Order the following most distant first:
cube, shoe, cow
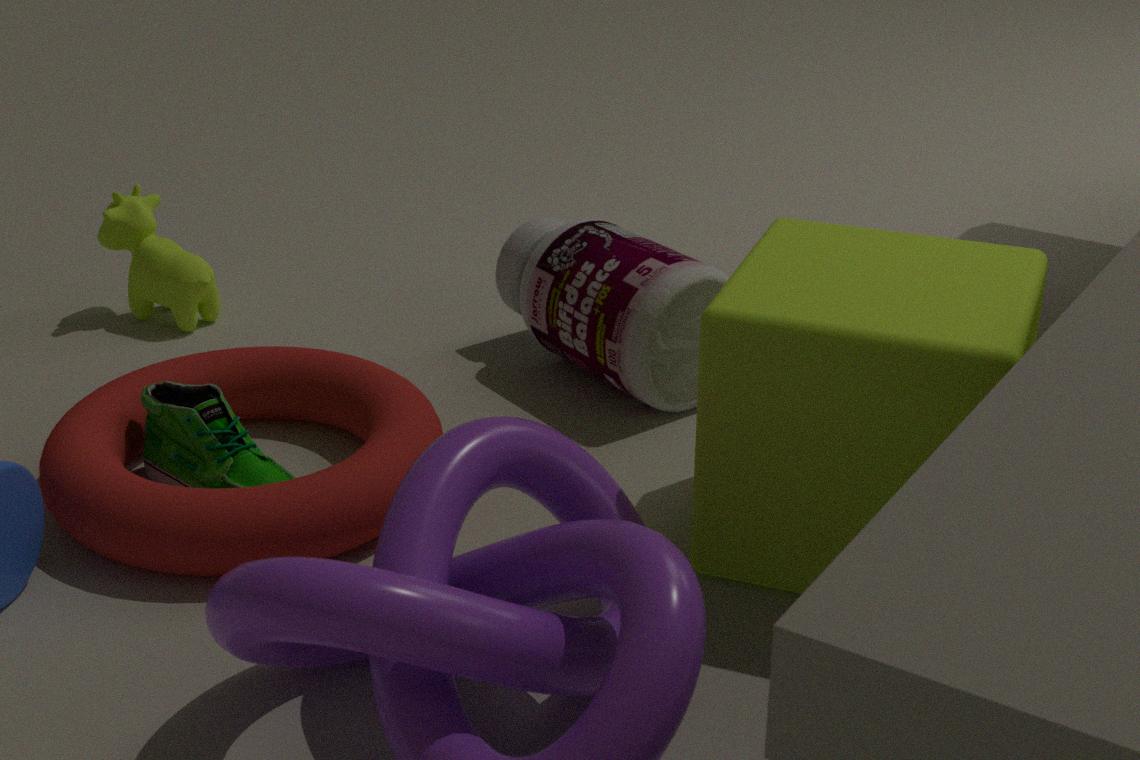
cow → shoe → cube
